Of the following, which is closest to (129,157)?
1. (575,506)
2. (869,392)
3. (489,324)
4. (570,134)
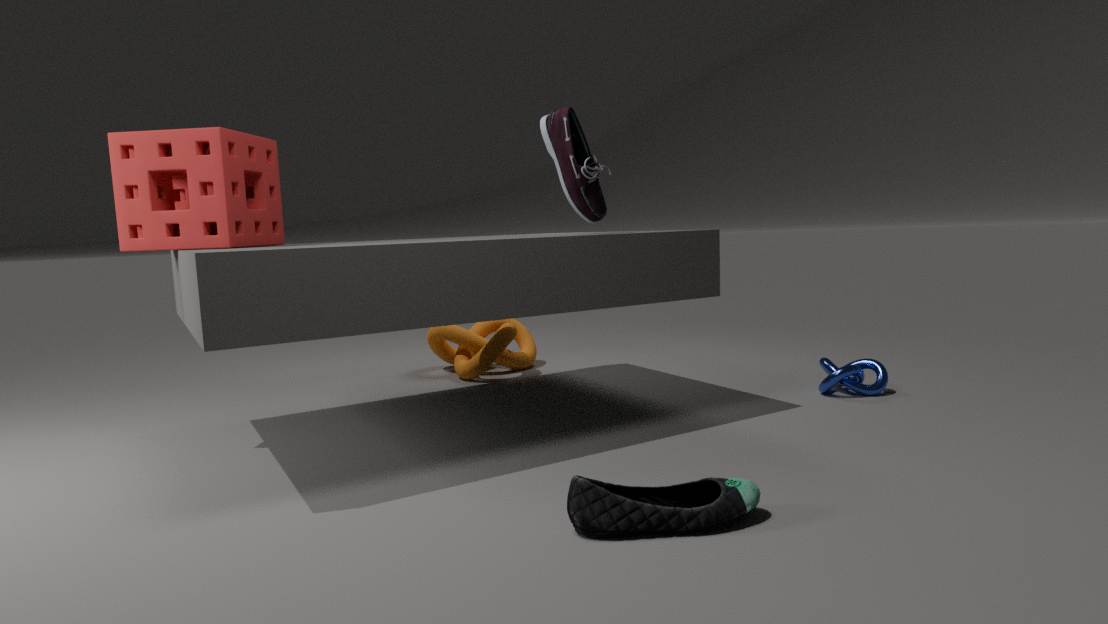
(570,134)
